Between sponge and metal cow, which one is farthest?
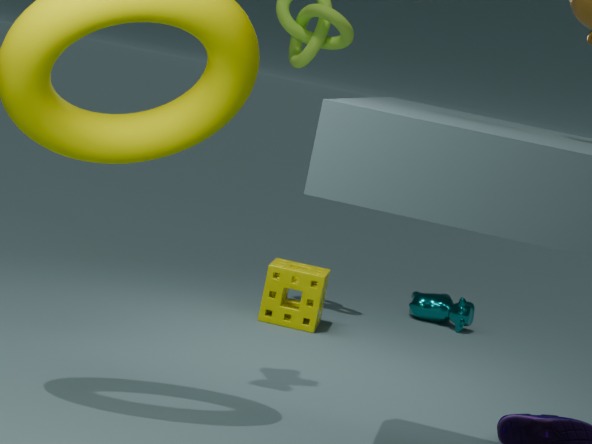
metal cow
